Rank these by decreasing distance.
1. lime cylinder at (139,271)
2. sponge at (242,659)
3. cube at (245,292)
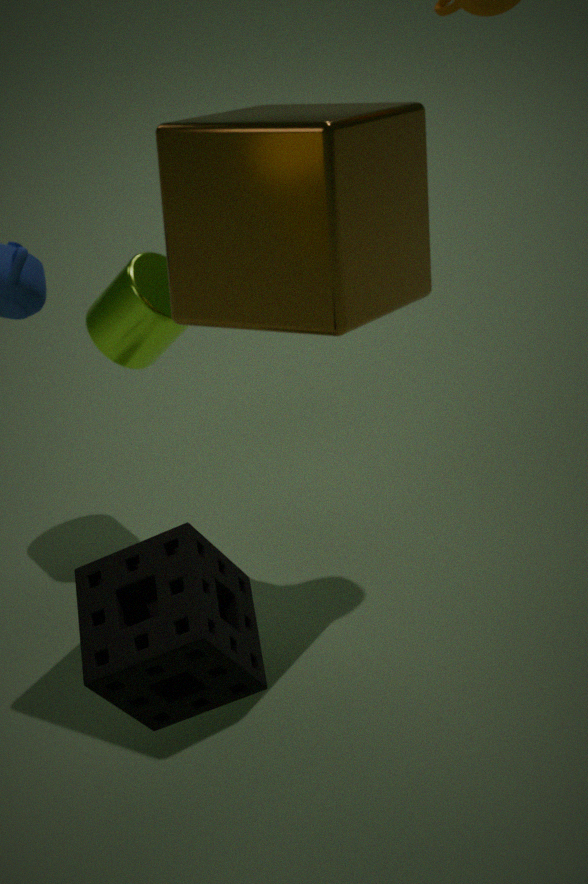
lime cylinder at (139,271) → cube at (245,292) → sponge at (242,659)
